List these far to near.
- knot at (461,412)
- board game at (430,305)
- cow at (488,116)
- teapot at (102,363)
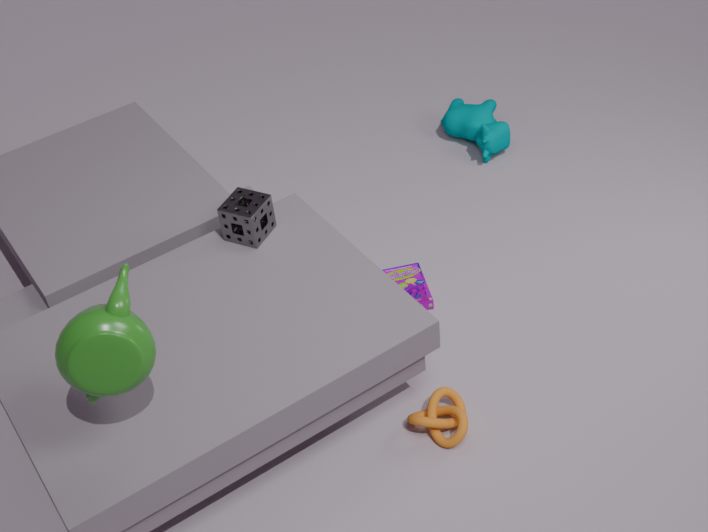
cow at (488,116) < board game at (430,305) < knot at (461,412) < teapot at (102,363)
